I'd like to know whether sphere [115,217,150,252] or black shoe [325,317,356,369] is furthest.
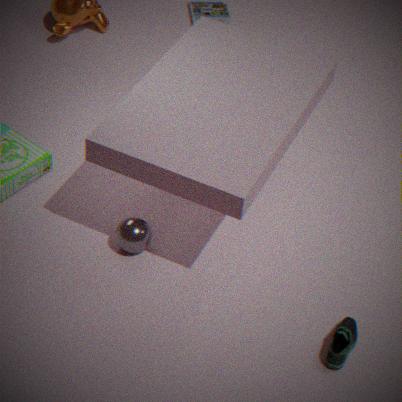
sphere [115,217,150,252]
